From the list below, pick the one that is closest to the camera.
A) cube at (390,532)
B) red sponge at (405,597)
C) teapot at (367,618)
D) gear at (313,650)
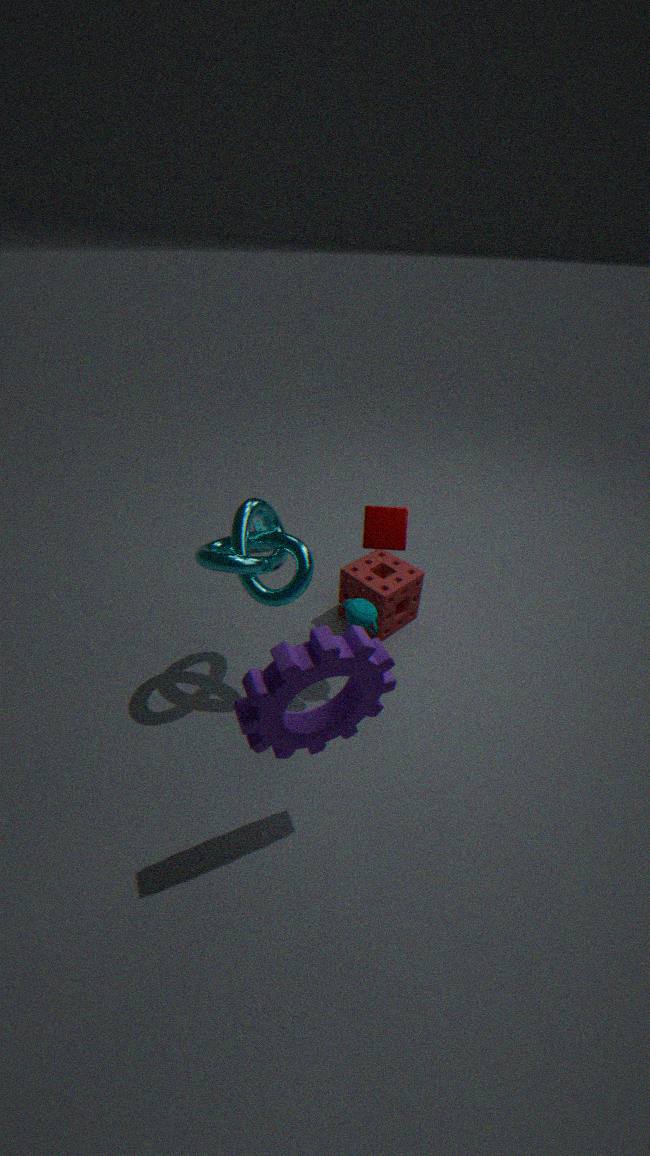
gear at (313,650)
